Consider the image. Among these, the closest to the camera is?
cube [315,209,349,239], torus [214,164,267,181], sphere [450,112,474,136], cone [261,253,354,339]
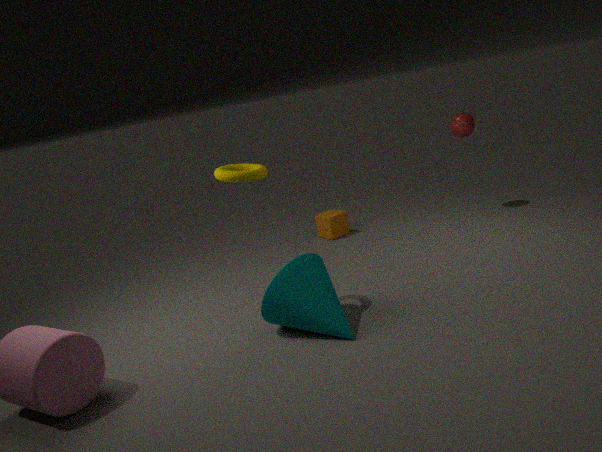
cone [261,253,354,339]
